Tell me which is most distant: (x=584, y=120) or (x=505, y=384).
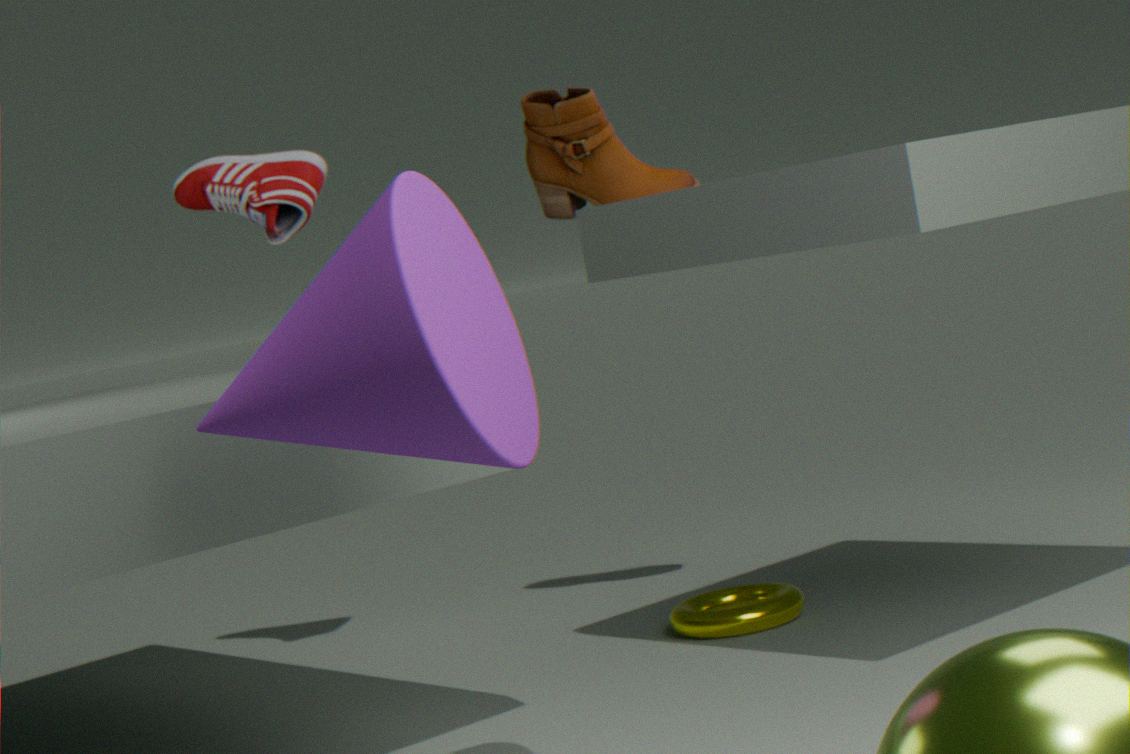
(x=584, y=120)
